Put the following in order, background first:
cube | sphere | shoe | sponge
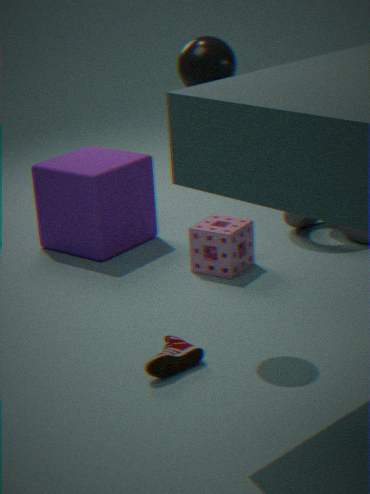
1. cube
2. sponge
3. sphere
4. shoe
